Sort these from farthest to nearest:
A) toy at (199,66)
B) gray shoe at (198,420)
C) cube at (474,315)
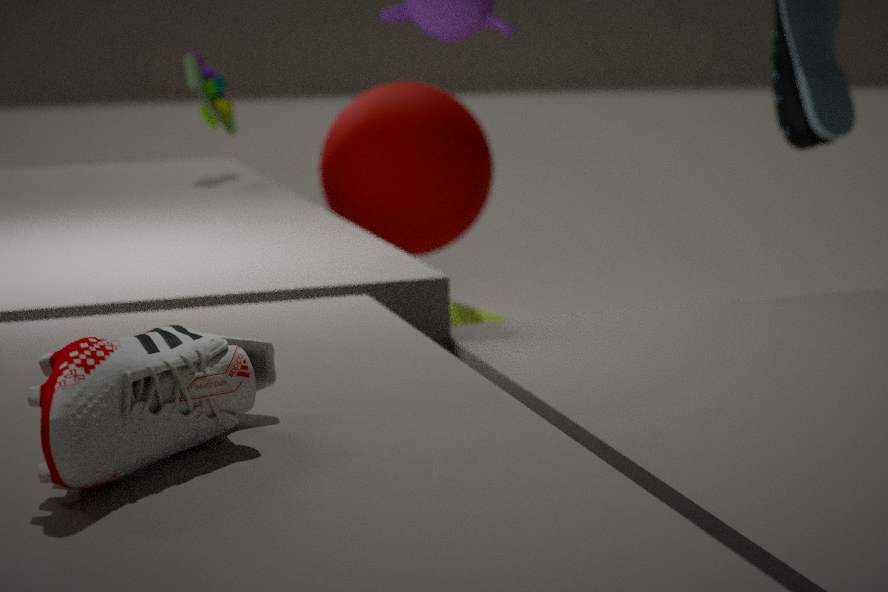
toy at (199,66), cube at (474,315), gray shoe at (198,420)
